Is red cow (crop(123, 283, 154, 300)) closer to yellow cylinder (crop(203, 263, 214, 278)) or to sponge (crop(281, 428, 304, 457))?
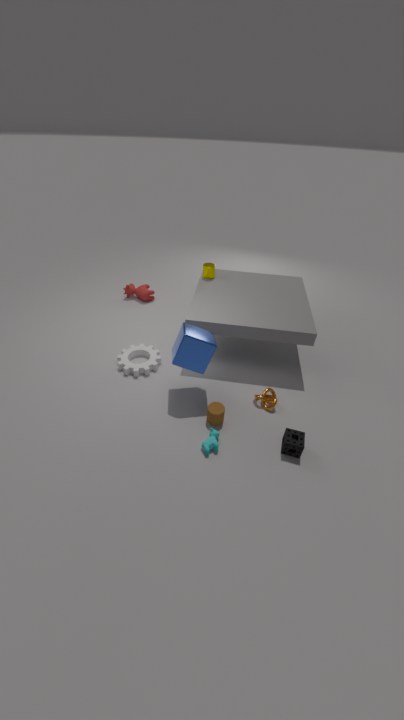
yellow cylinder (crop(203, 263, 214, 278))
